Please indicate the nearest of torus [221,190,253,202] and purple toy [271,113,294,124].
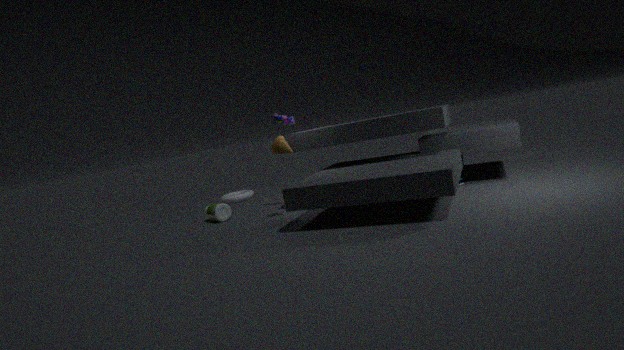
purple toy [271,113,294,124]
